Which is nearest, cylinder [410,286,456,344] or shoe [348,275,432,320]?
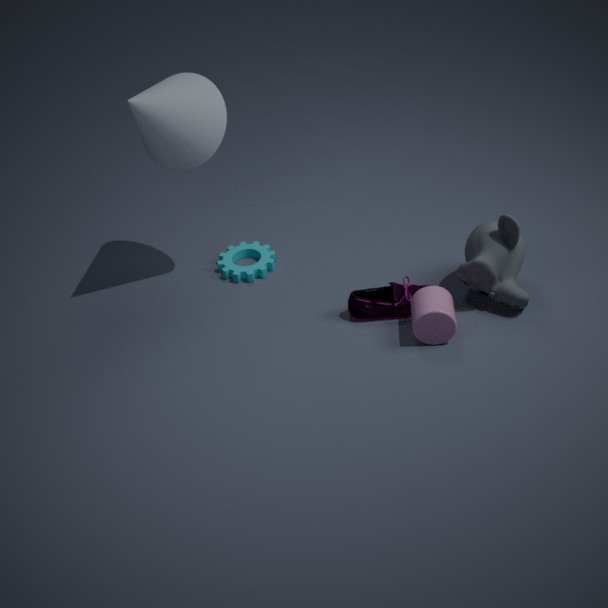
cylinder [410,286,456,344]
